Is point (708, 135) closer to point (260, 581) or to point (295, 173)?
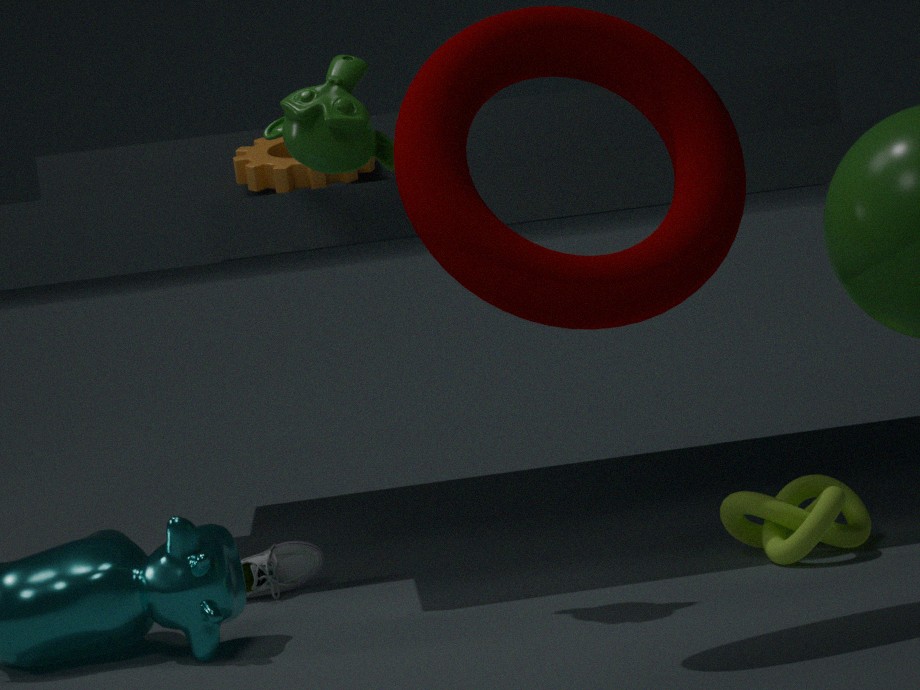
point (295, 173)
